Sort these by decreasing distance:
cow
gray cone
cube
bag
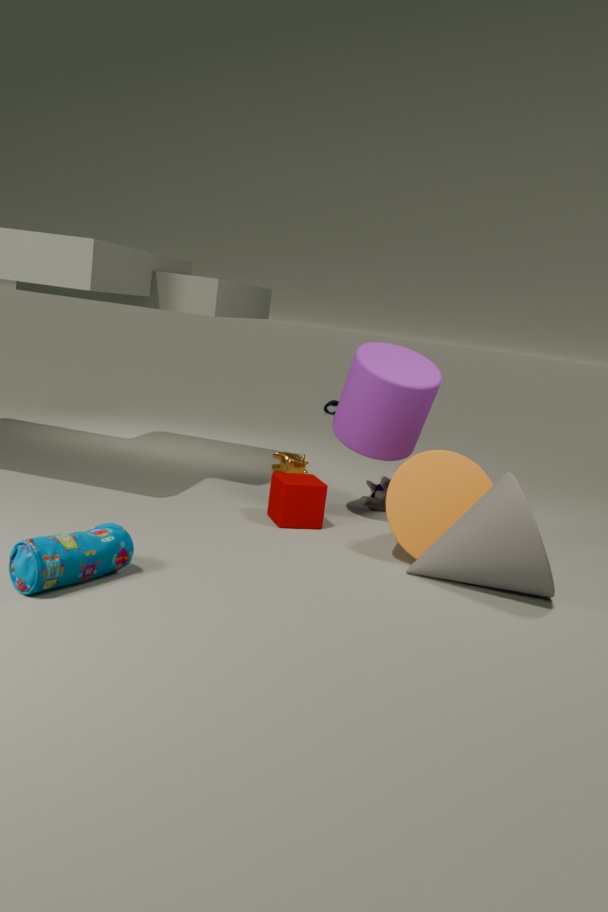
1. cow
2. cube
3. gray cone
4. bag
